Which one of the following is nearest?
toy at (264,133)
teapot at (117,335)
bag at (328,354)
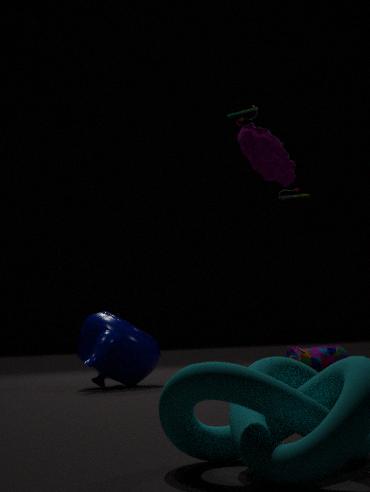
teapot at (117,335)
